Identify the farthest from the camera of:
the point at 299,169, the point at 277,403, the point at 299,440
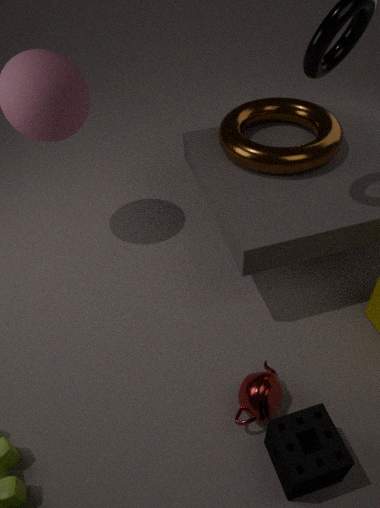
the point at 299,169
